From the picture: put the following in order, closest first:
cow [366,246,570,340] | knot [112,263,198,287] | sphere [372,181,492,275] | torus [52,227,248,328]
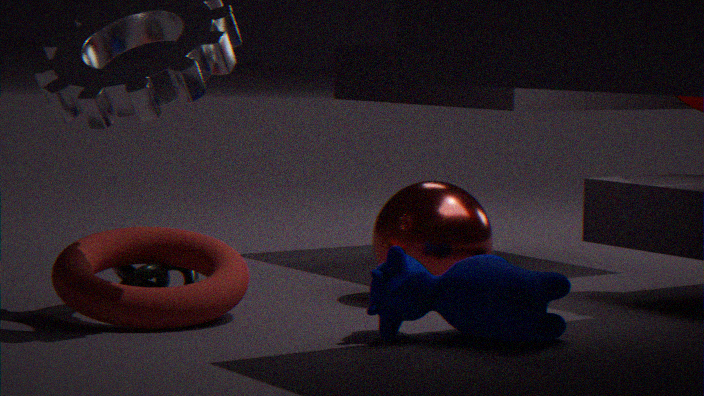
cow [366,246,570,340] < torus [52,227,248,328] < knot [112,263,198,287] < sphere [372,181,492,275]
